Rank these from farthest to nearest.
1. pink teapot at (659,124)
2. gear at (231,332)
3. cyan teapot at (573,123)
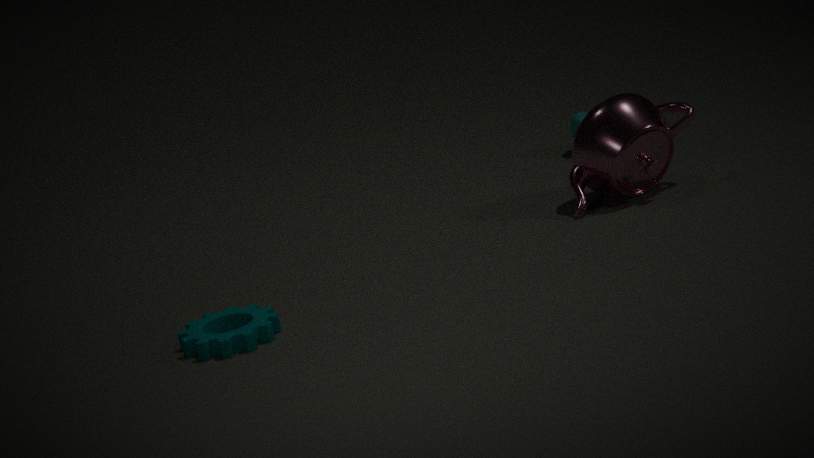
cyan teapot at (573,123) → pink teapot at (659,124) → gear at (231,332)
